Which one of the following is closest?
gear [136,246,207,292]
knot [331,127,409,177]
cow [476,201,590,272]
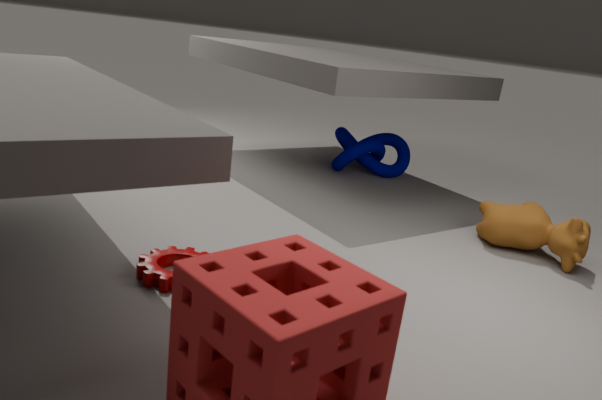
gear [136,246,207,292]
